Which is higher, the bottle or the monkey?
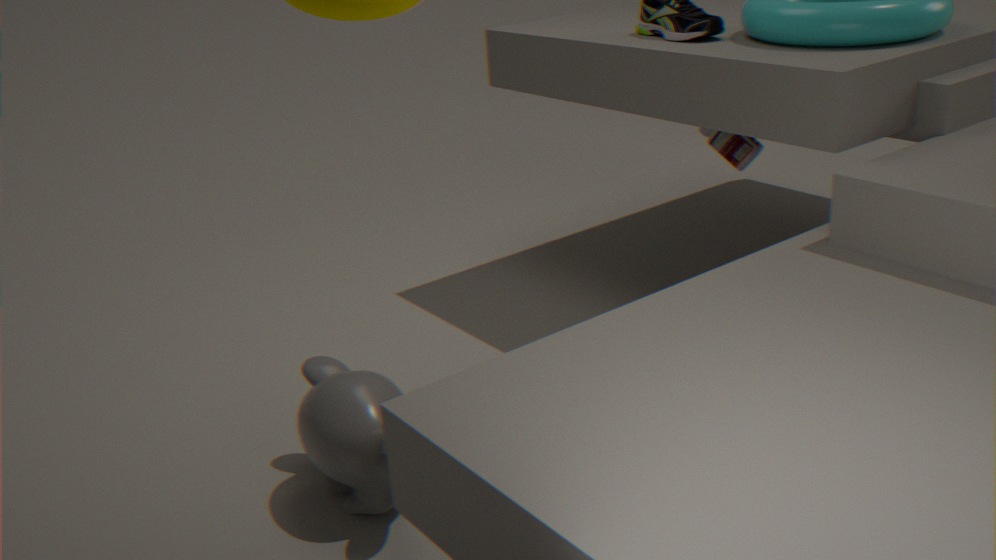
the bottle
